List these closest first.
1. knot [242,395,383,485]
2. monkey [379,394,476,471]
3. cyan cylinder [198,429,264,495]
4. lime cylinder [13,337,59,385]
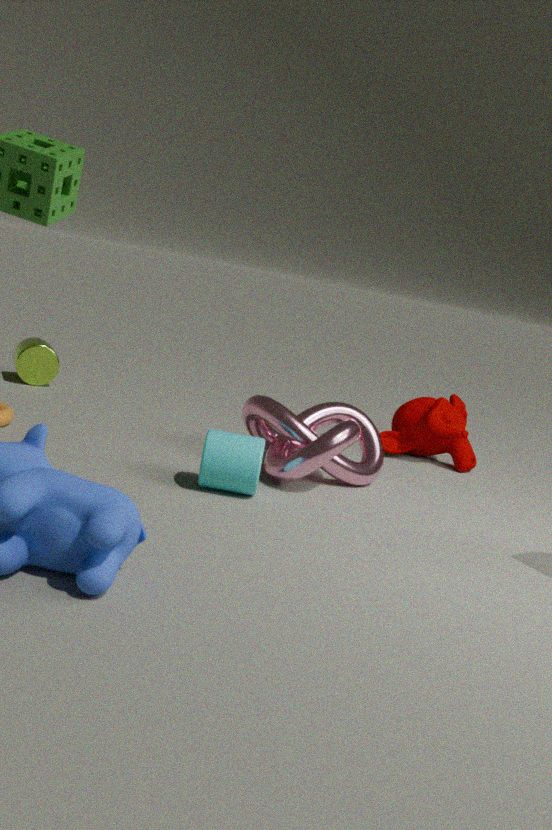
cyan cylinder [198,429,264,495], knot [242,395,383,485], monkey [379,394,476,471], lime cylinder [13,337,59,385]
